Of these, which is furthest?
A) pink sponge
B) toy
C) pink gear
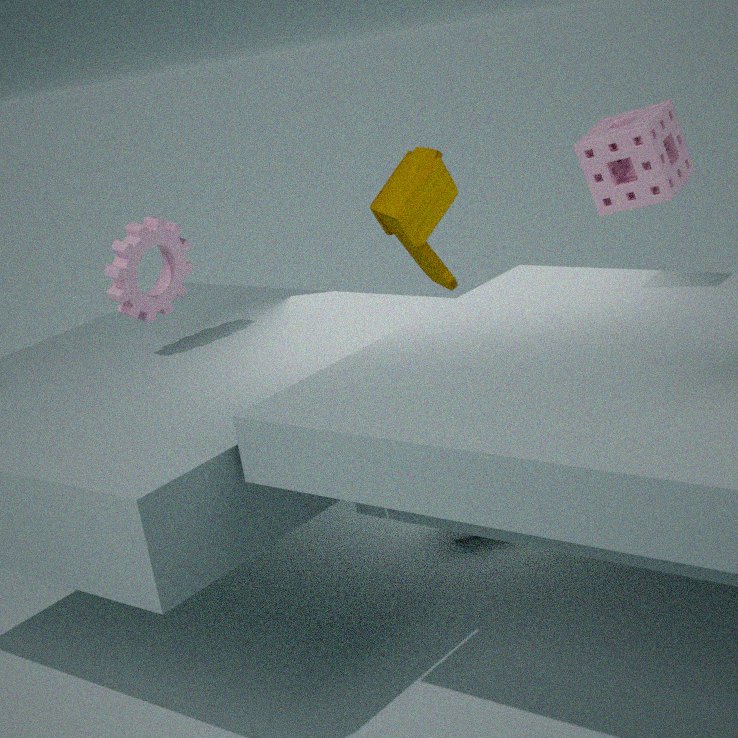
toy
